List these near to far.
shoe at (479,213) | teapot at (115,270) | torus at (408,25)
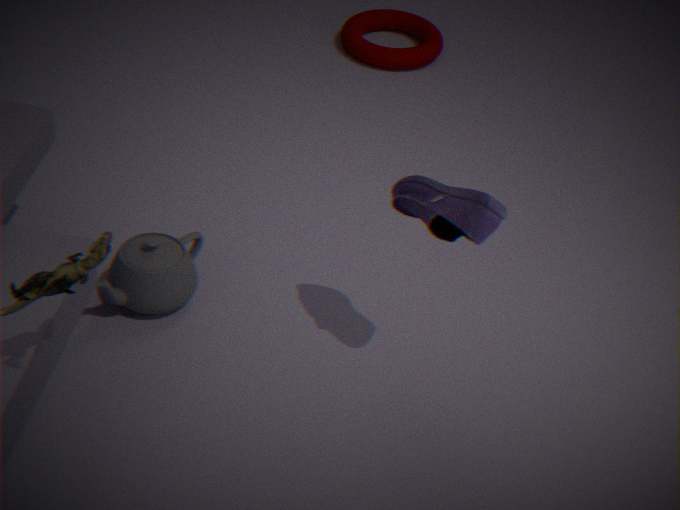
shoe at (479,213) → teapot at (115,270) → torus at (408,25)
